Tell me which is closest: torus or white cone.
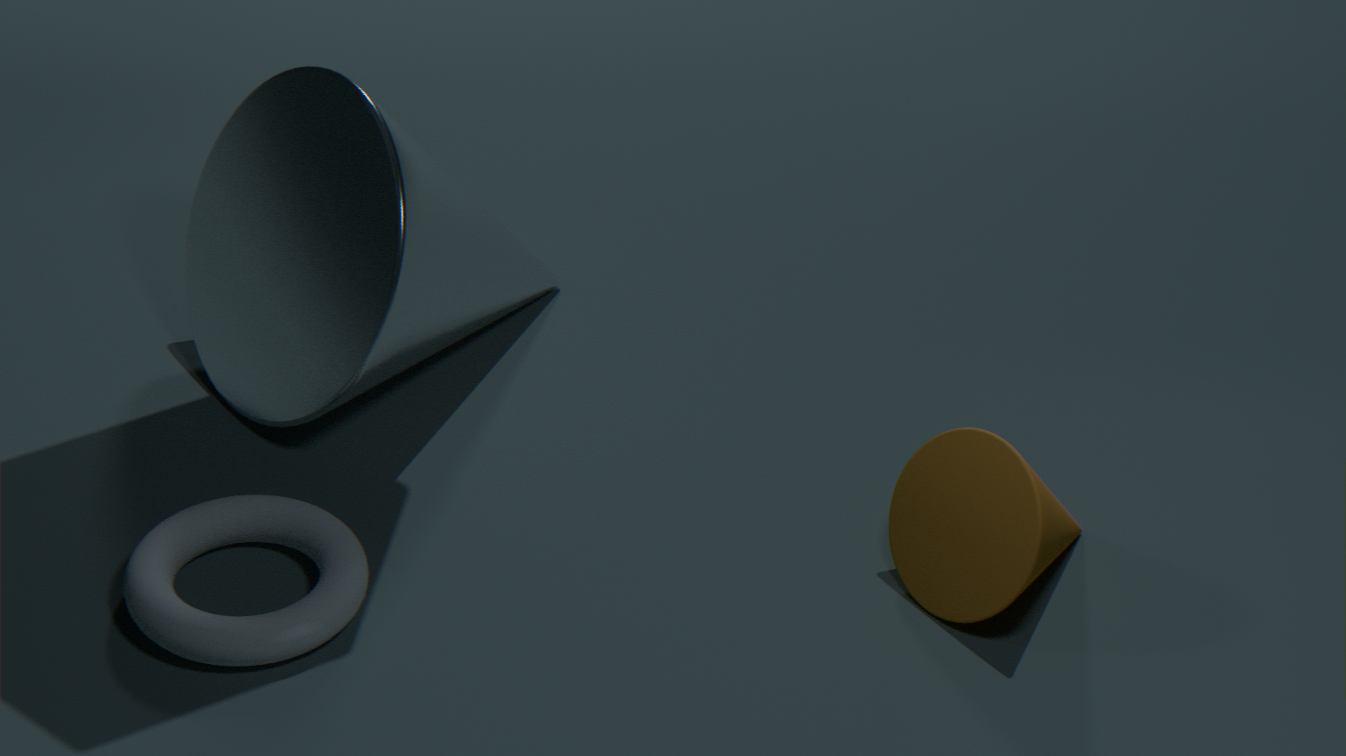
torus
